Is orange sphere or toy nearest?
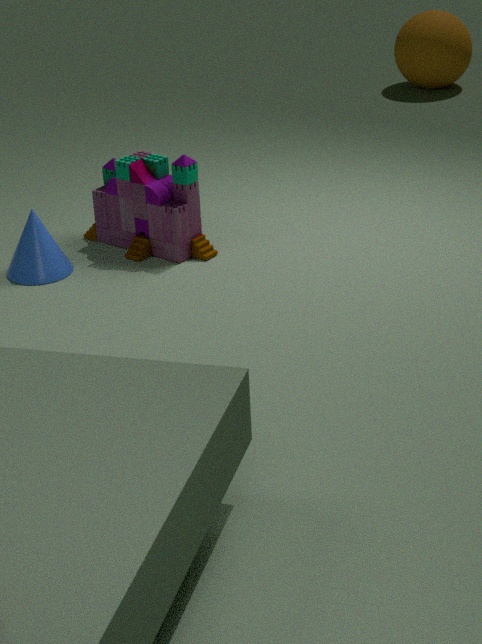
toy
